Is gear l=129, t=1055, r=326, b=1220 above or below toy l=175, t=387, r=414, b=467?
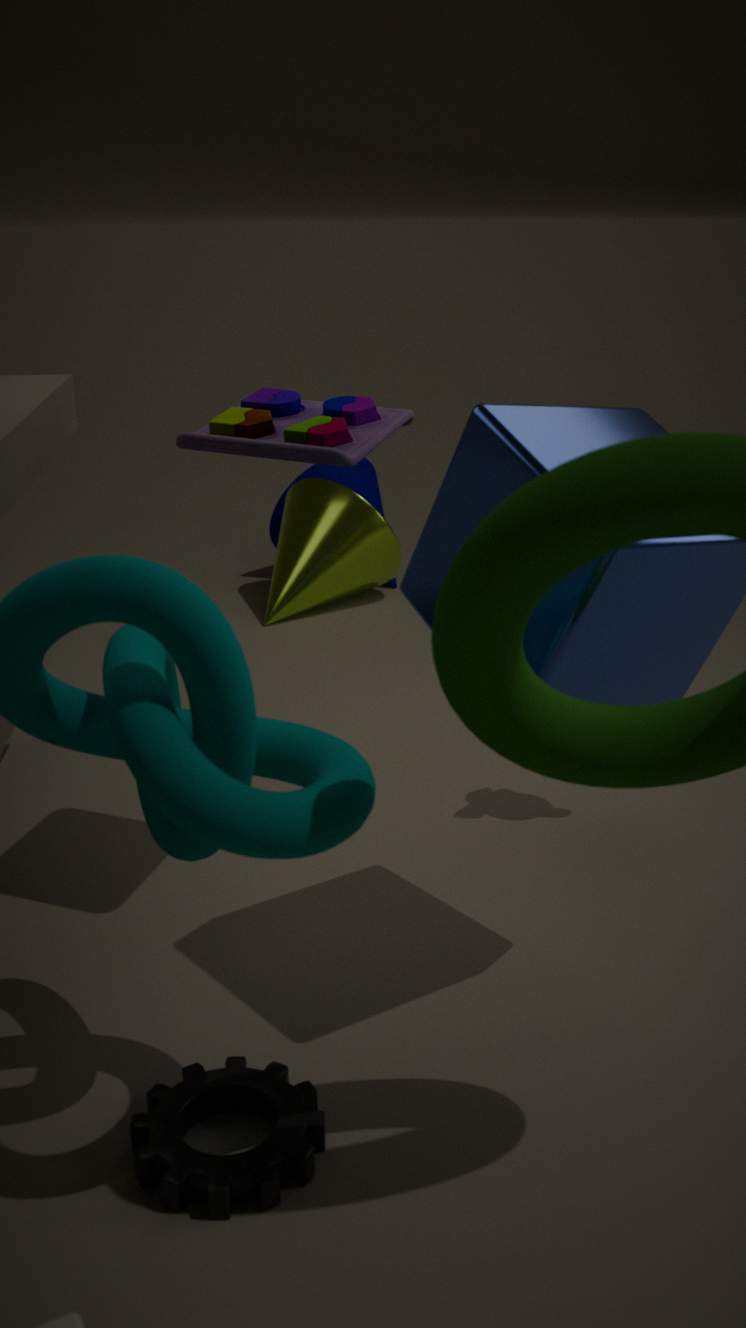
below
